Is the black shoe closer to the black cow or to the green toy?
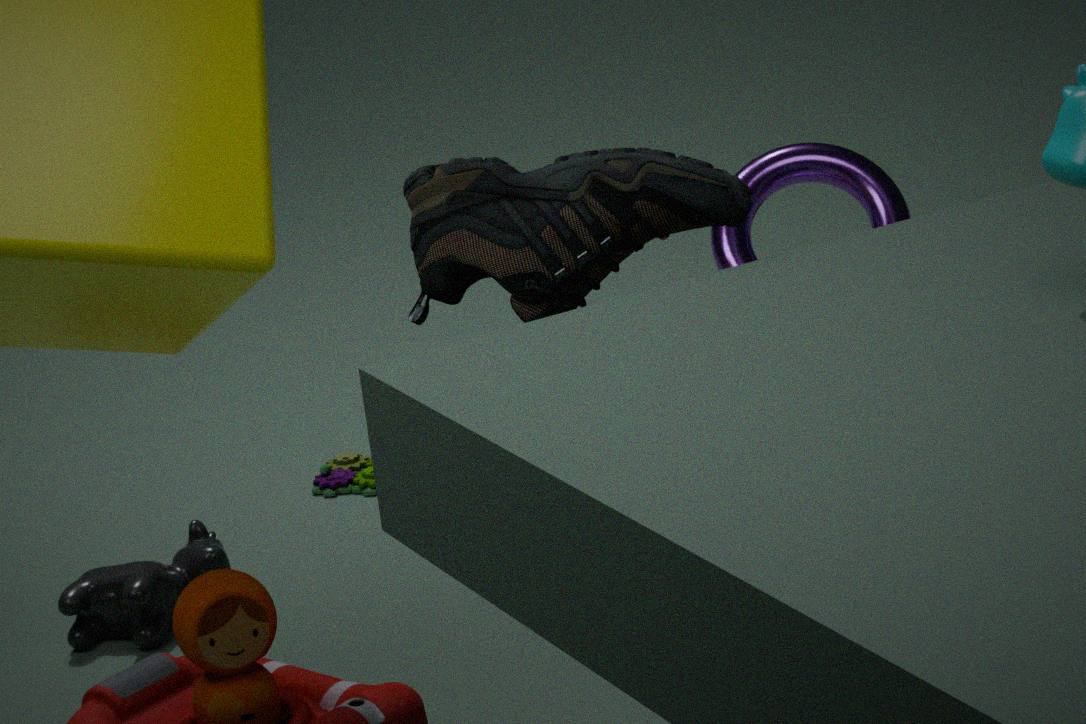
the black cow
